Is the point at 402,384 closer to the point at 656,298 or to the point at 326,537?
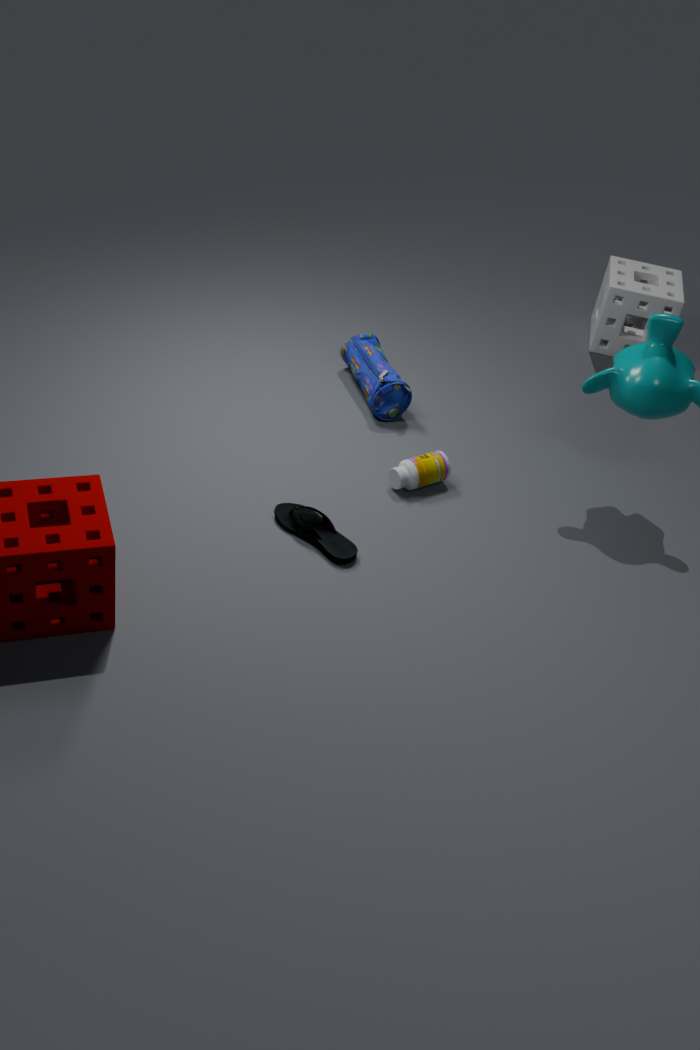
the point at 326,537
